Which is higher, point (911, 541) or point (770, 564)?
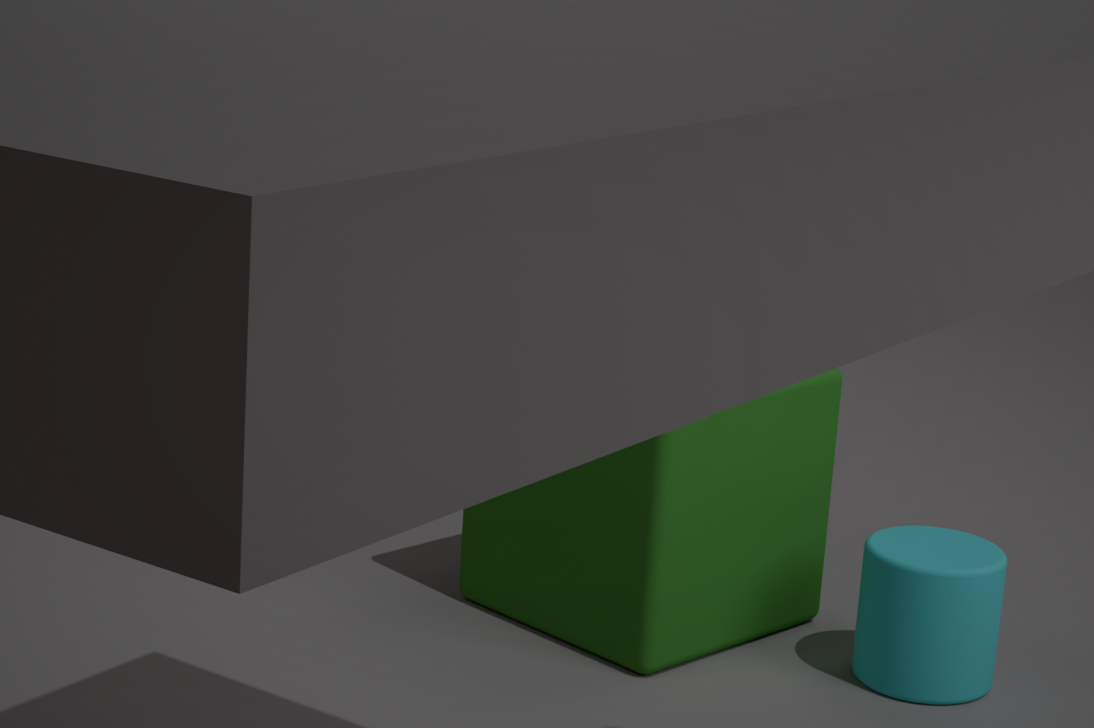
point (770, 564)
